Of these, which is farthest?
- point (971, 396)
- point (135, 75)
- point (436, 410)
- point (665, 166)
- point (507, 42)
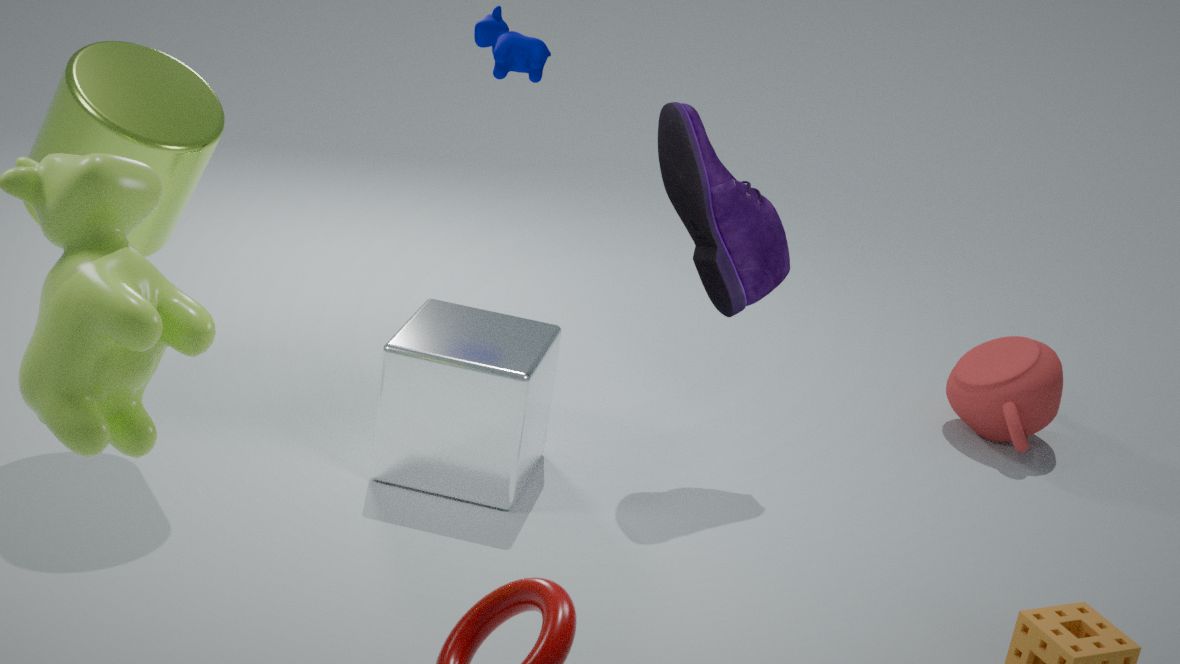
point (971, 396)
